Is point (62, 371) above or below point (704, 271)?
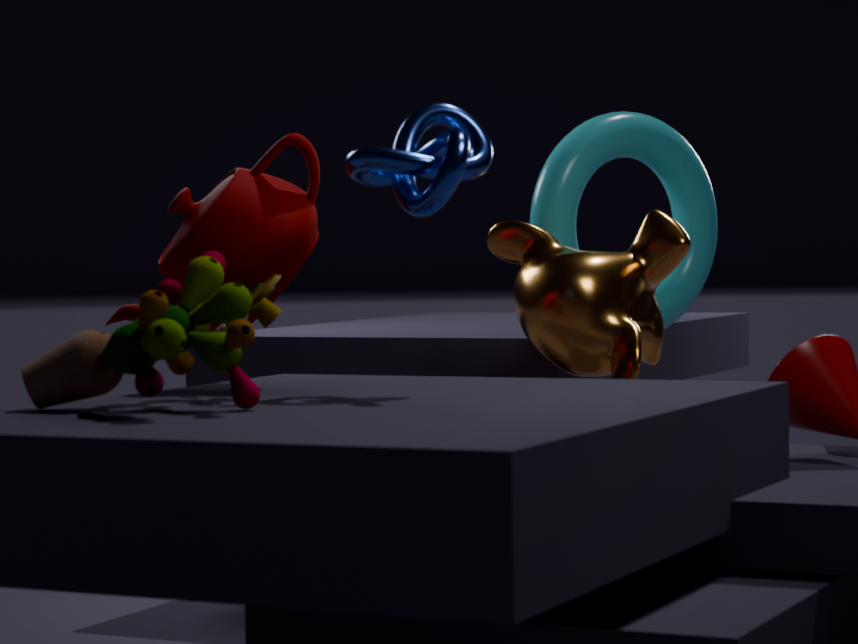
below
